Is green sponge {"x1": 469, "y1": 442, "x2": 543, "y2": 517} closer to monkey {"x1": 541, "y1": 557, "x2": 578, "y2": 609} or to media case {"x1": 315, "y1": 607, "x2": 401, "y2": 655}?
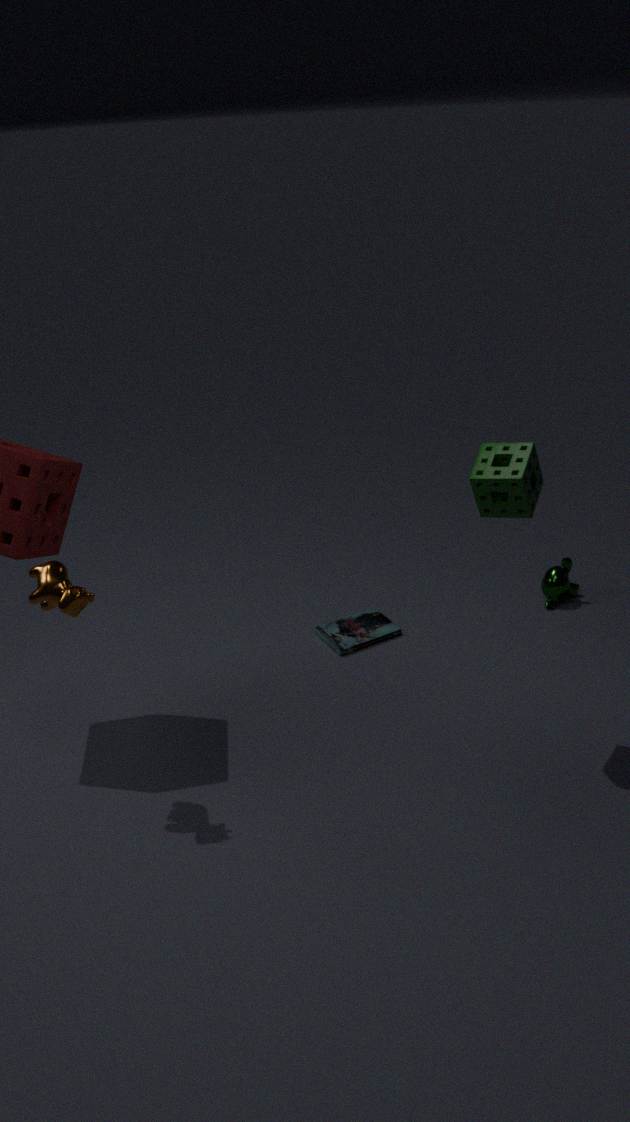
media case {"x1": 315, "y1": 607, "x2": 401, "y2": 655}
